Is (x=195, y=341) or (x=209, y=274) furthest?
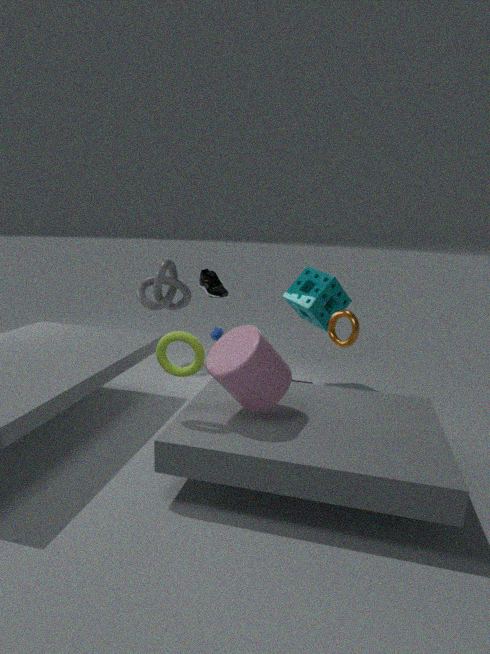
(x=209, y=274)
